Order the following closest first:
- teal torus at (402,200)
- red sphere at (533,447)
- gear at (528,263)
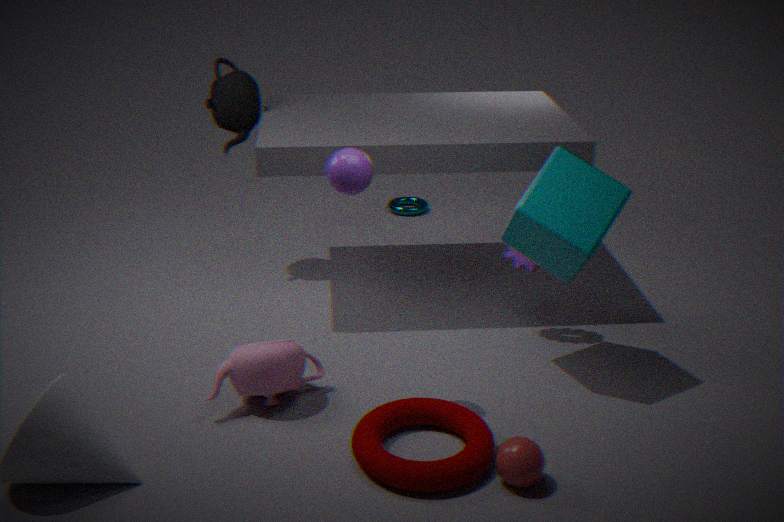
red sphere at (533,447) < gear at (528,263) < teal torus at (402,200)
